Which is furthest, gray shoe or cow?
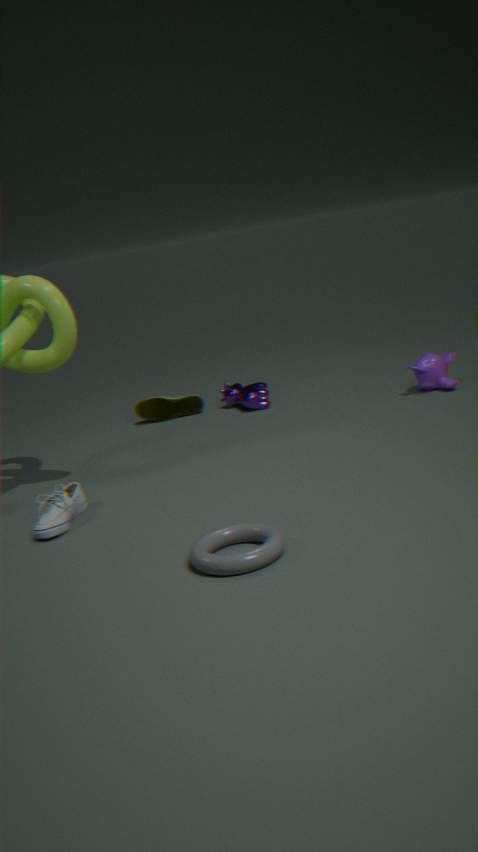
cow
